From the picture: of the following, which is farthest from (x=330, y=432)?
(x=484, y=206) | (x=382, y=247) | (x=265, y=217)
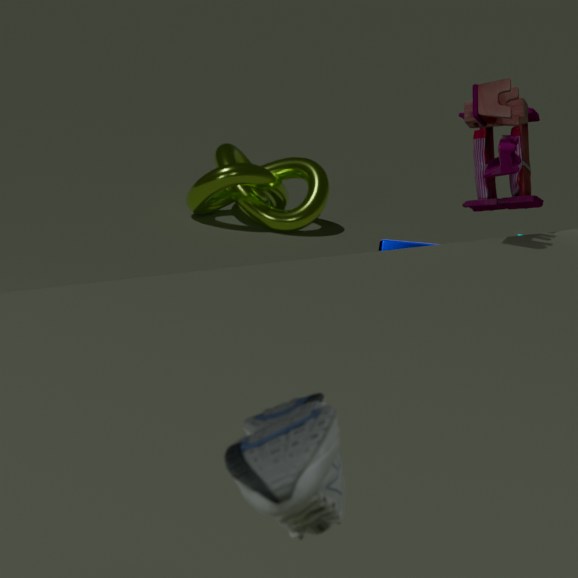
(x=265, y=217)
